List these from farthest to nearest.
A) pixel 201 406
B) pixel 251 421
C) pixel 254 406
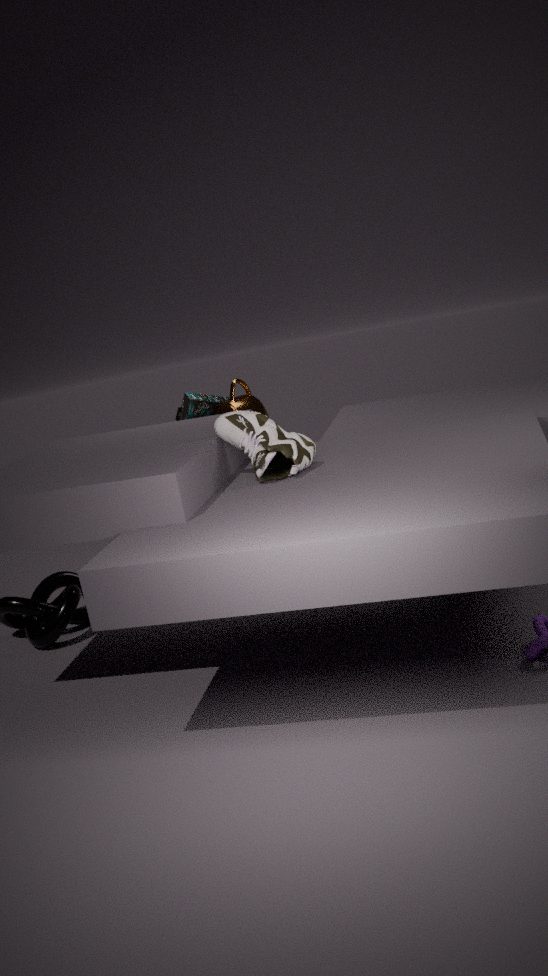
pixel 201 406
pixel 254 406
pixel 251 421
